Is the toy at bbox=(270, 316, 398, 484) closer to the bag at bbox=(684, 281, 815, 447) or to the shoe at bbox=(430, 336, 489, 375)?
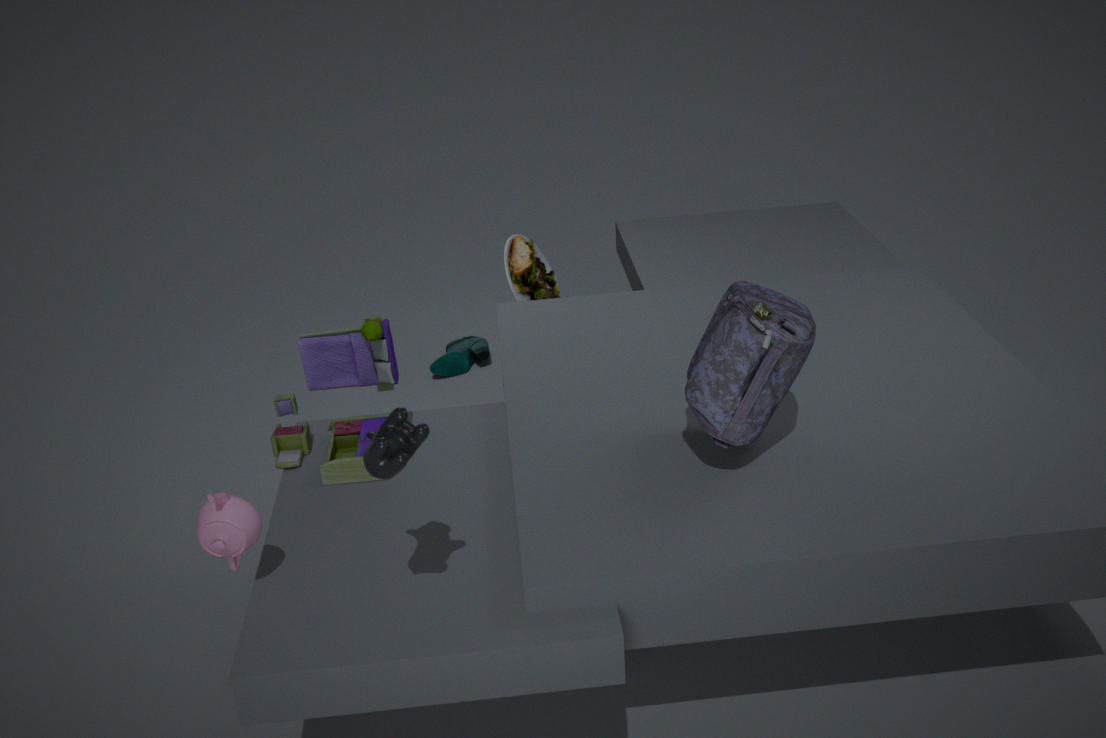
the bag at bbox=(684, 281, 815, 447)
